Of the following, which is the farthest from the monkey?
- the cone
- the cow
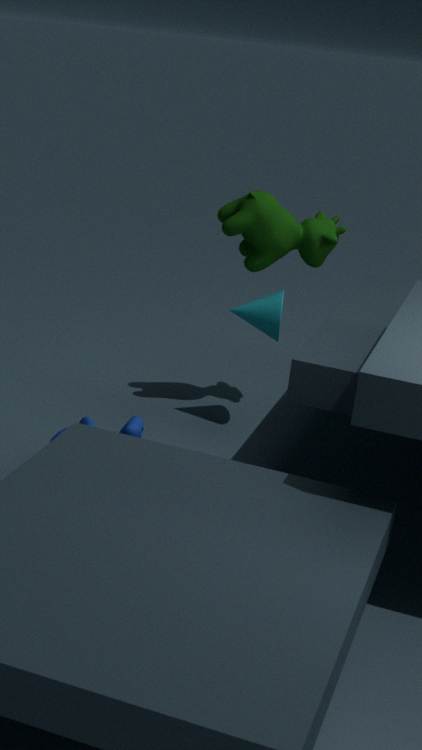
the cow
